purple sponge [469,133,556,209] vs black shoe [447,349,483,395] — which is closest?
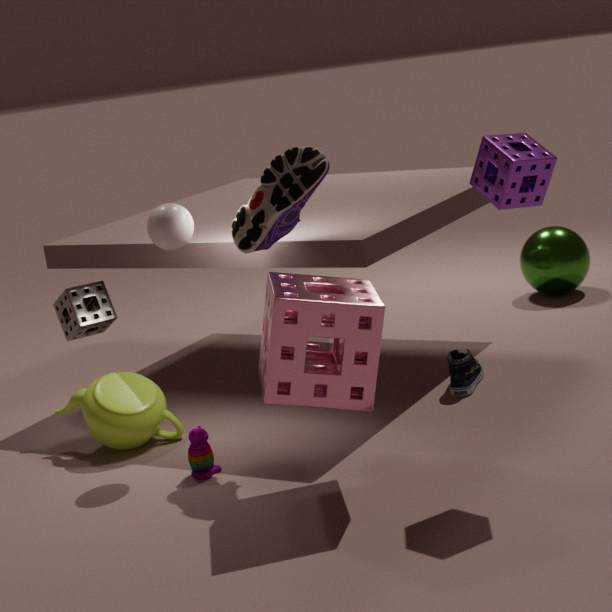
purple sponge [469,133,556,209]
